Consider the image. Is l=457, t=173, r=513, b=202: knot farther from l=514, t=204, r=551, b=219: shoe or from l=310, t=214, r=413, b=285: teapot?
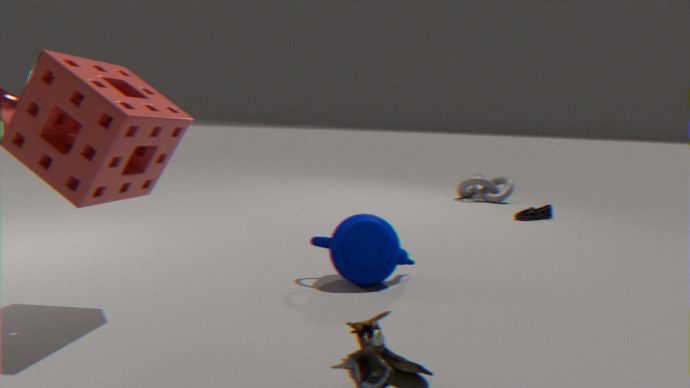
l=310, t=214, r=413, b=285: teapot
